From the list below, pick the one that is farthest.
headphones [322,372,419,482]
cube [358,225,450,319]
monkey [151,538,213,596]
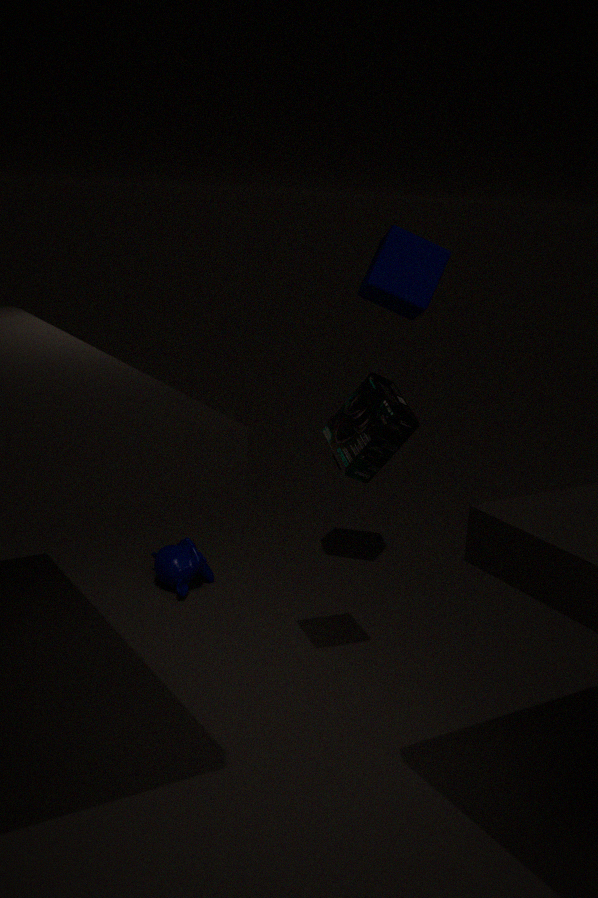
monkey [151,538,213,596]
